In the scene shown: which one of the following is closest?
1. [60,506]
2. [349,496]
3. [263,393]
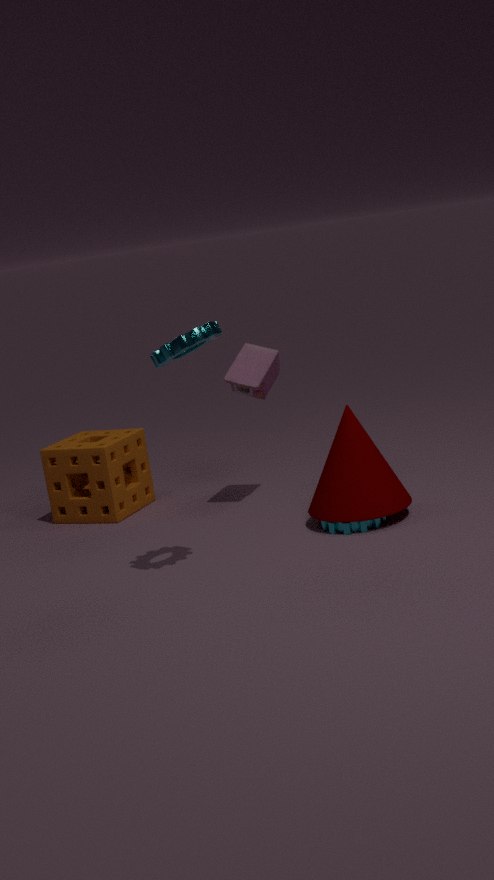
[349,496]
